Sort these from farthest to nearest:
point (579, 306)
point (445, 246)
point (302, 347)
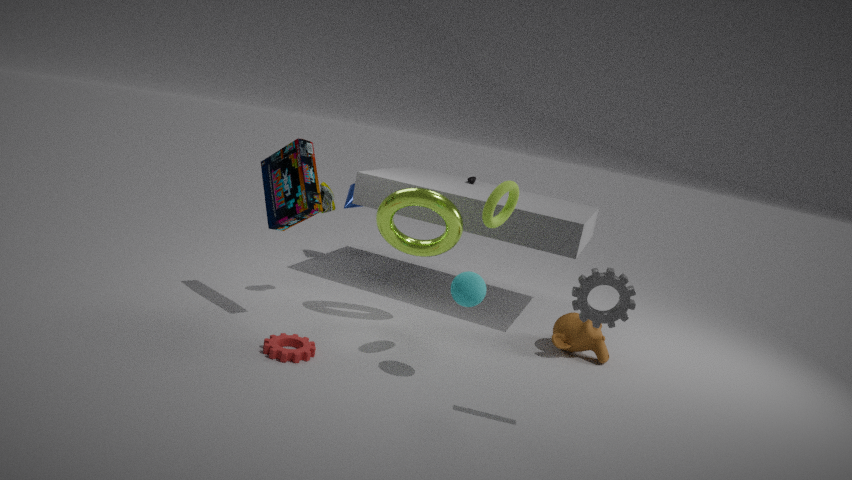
point (445, 246) < point (302, 347) < point (579, 306)
